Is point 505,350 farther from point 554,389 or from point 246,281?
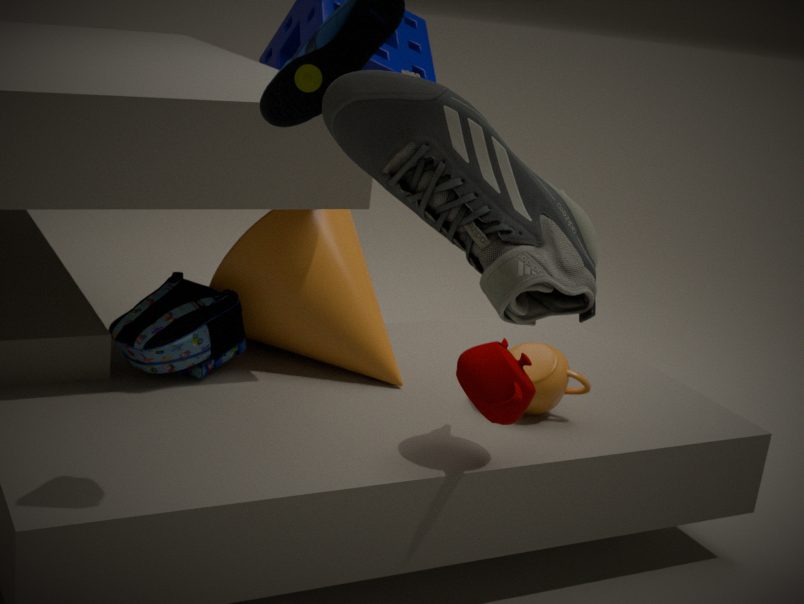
point 246,281
